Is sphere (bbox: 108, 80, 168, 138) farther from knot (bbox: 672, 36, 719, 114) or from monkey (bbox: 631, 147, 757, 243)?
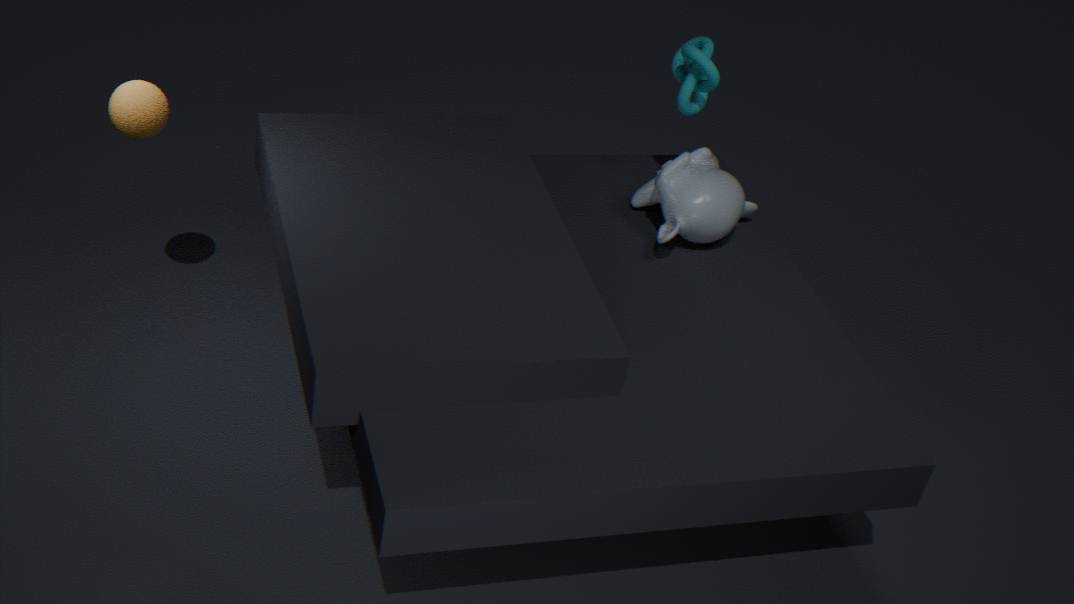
knot (bbox: 672, 36, 719, 114)
